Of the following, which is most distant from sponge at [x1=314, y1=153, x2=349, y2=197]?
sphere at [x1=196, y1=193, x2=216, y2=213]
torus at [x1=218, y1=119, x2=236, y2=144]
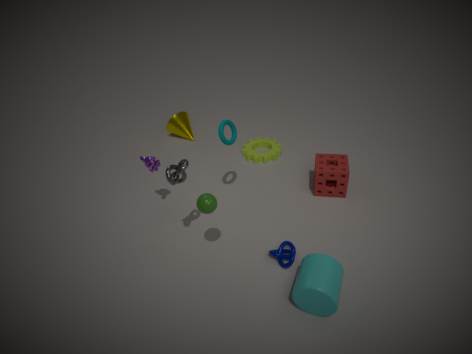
sphere at [x1=196, y1=193, x2=216, y2=213]
